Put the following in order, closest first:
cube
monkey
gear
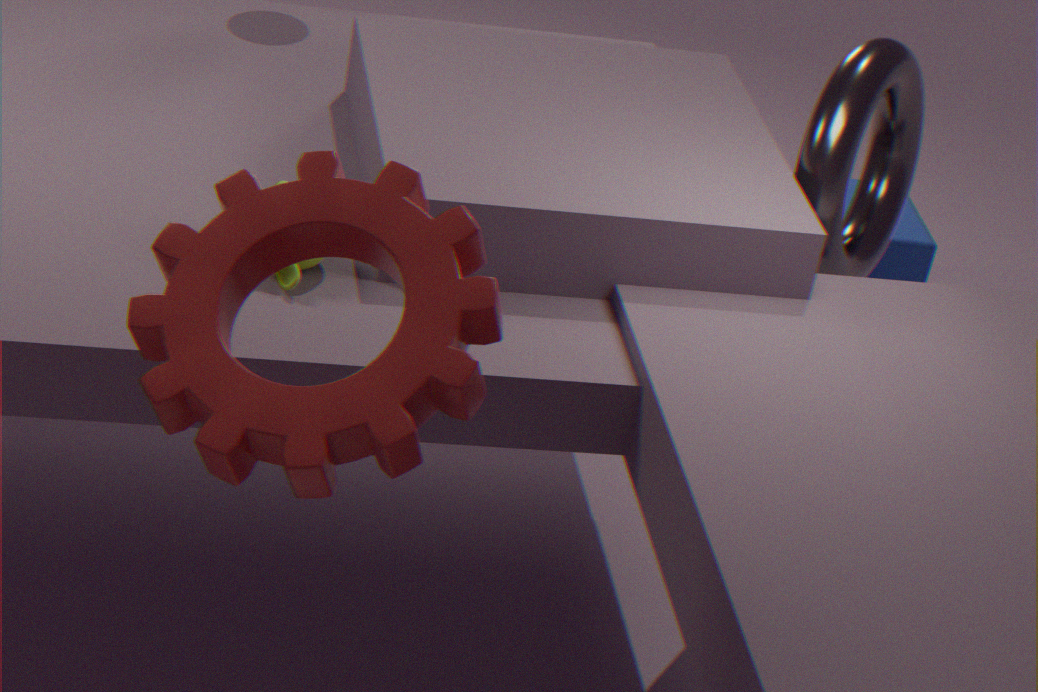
gear
monkey
cube
